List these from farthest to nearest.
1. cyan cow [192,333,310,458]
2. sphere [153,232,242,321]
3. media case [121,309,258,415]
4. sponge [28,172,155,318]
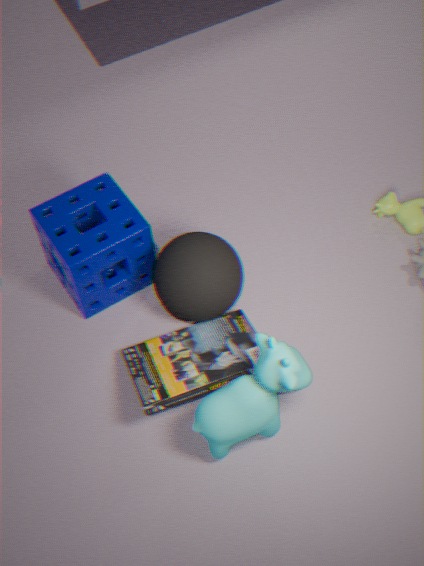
sponge [28,172,155,318] < sphere [153,232,242,321] < media case [121,309,258,415] < cyan cow [192,333,310,458]
